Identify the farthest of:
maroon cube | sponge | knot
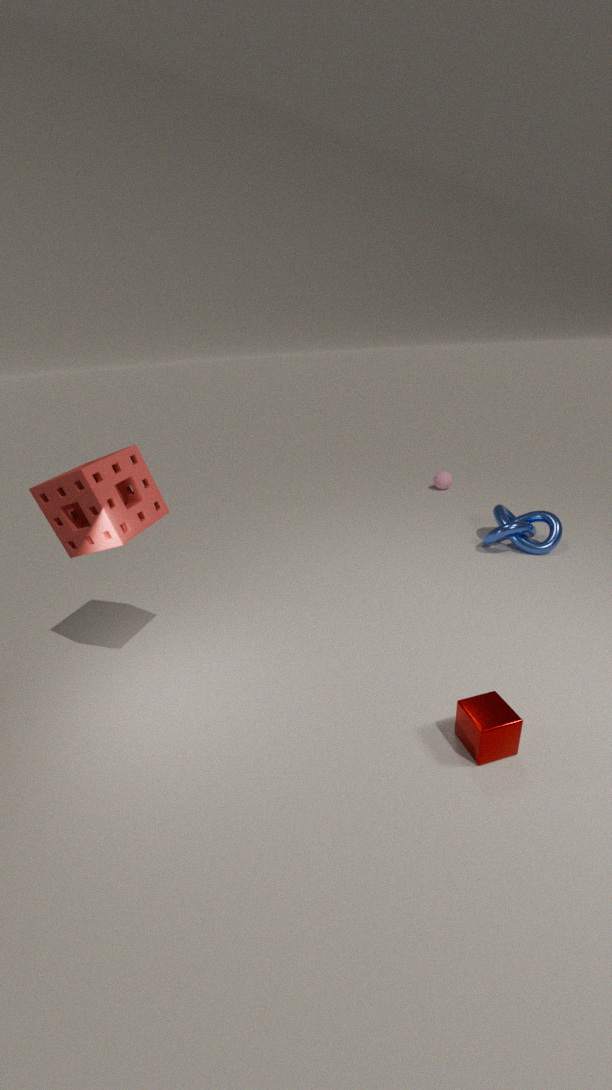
knot
